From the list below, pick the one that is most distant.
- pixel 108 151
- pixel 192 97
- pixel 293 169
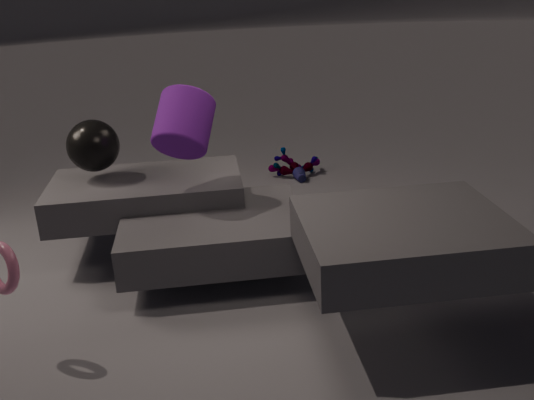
pixel 293 169
